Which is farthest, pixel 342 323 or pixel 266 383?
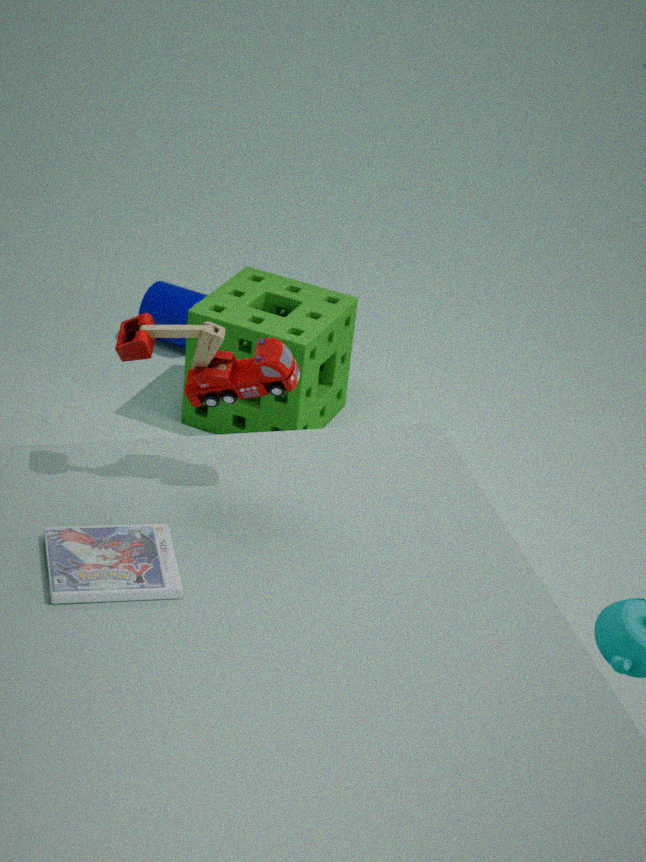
pixel 342 323
